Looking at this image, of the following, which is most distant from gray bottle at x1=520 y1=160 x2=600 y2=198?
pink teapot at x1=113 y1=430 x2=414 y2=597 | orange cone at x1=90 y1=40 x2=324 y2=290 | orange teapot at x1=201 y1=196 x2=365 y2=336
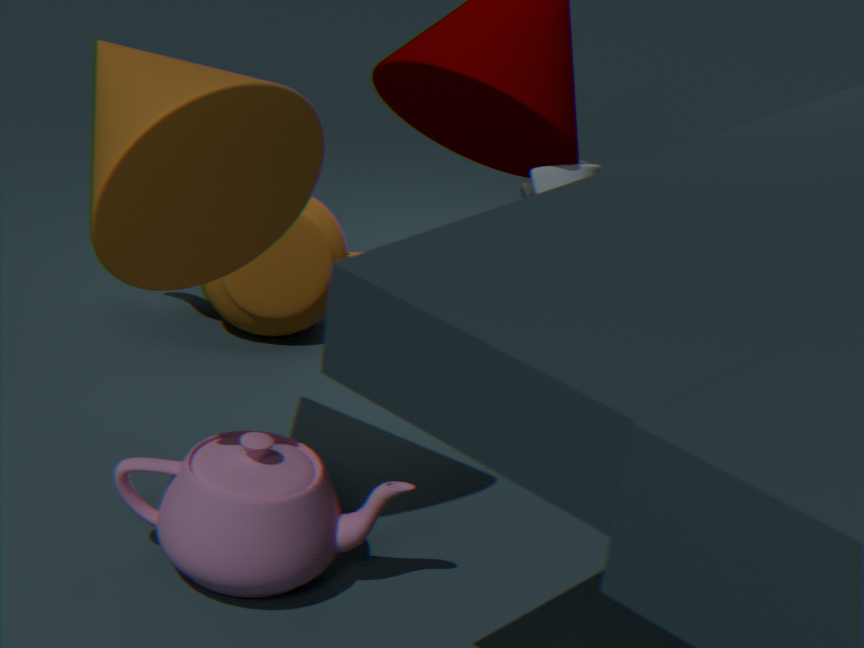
pink teapot at x1=113 y1=430 x2=414 y2=597
